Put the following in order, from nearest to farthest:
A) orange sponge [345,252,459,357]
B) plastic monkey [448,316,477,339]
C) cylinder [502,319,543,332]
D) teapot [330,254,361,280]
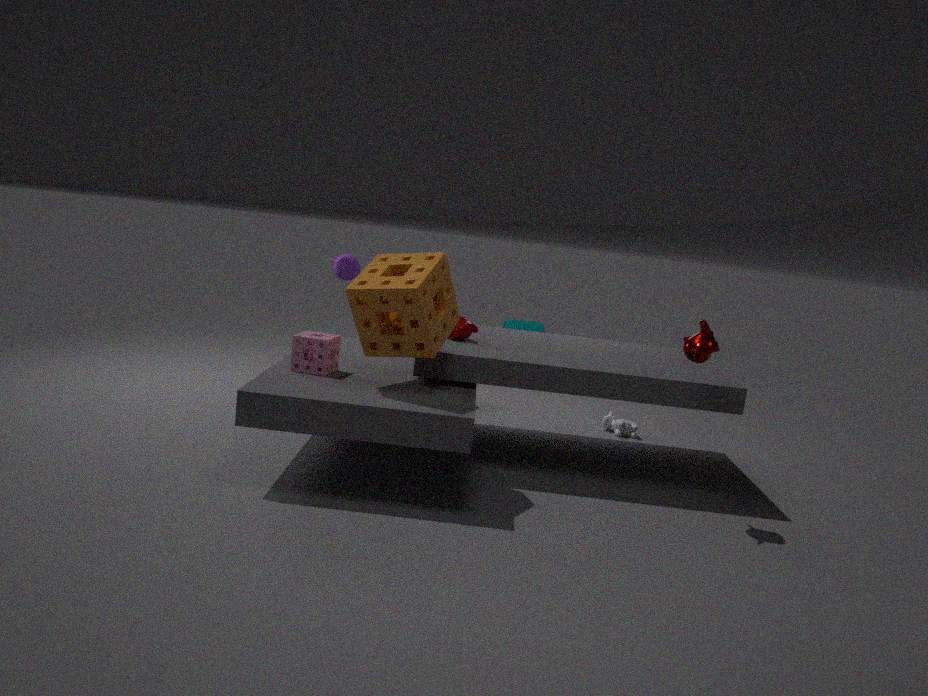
orange sponge [345,252,459,357] < plastic monkey [448,316,477,339] < teapot [330,254,361,280] < cylinder [502,319,543,332]
